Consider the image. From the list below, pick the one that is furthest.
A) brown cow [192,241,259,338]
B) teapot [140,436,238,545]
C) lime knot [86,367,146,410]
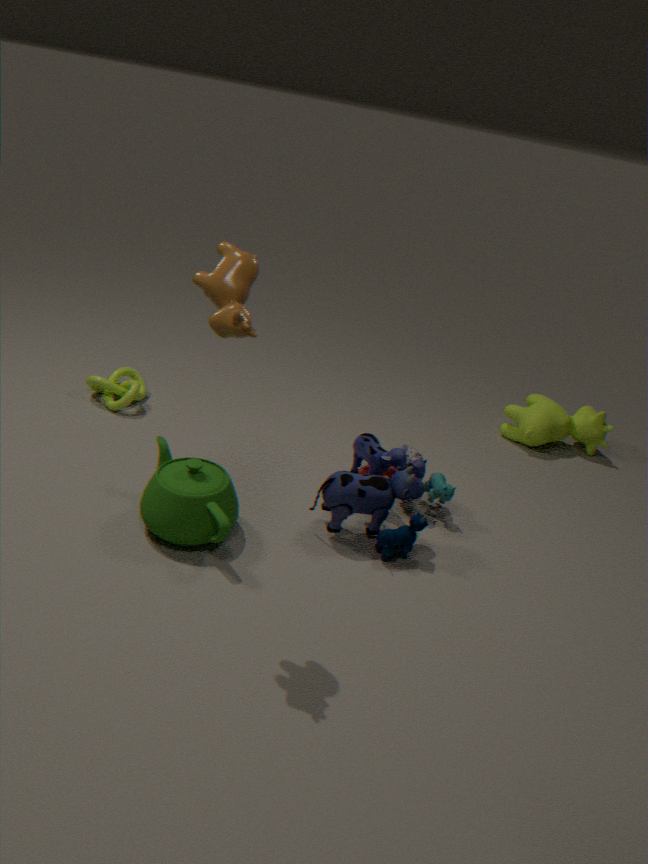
lime knot [86,367,146,410]
